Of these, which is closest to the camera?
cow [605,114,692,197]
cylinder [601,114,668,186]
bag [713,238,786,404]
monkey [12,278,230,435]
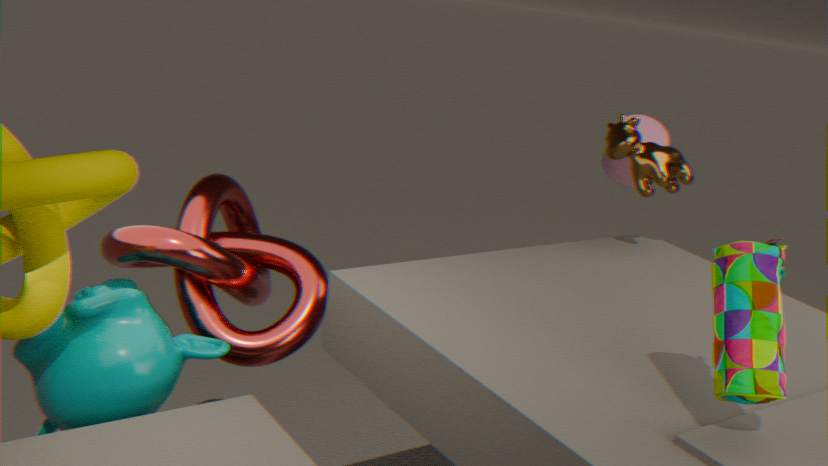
bag [713,238,786,404]
